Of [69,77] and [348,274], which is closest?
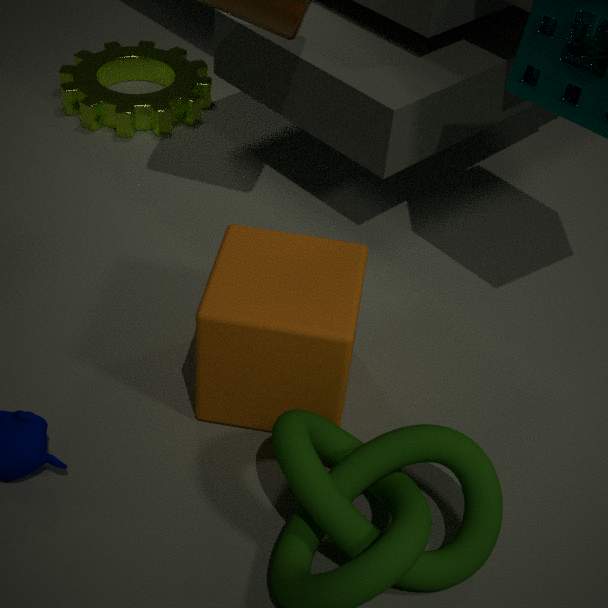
[348,274]
